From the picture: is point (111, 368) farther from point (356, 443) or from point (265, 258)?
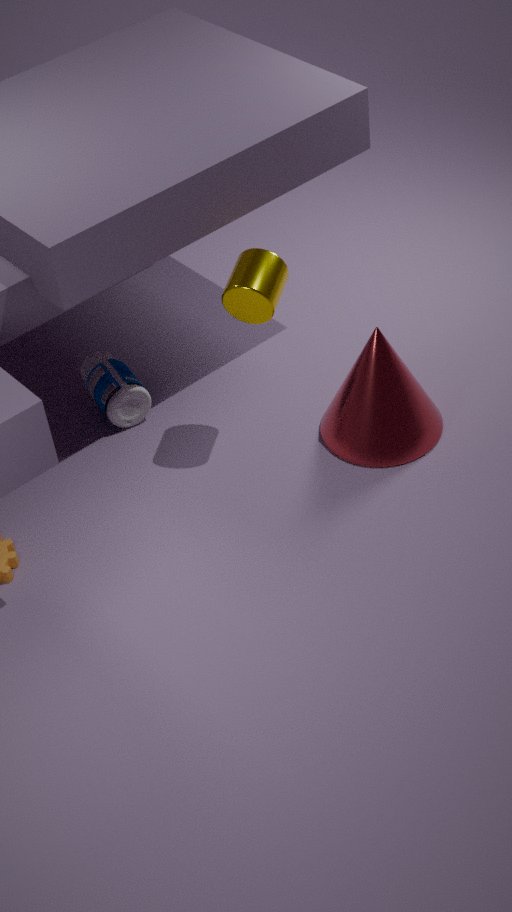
point (356, 443)
